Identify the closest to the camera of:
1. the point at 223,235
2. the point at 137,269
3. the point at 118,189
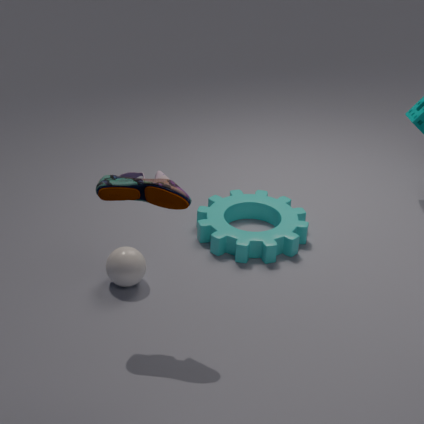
the point at 118,189
